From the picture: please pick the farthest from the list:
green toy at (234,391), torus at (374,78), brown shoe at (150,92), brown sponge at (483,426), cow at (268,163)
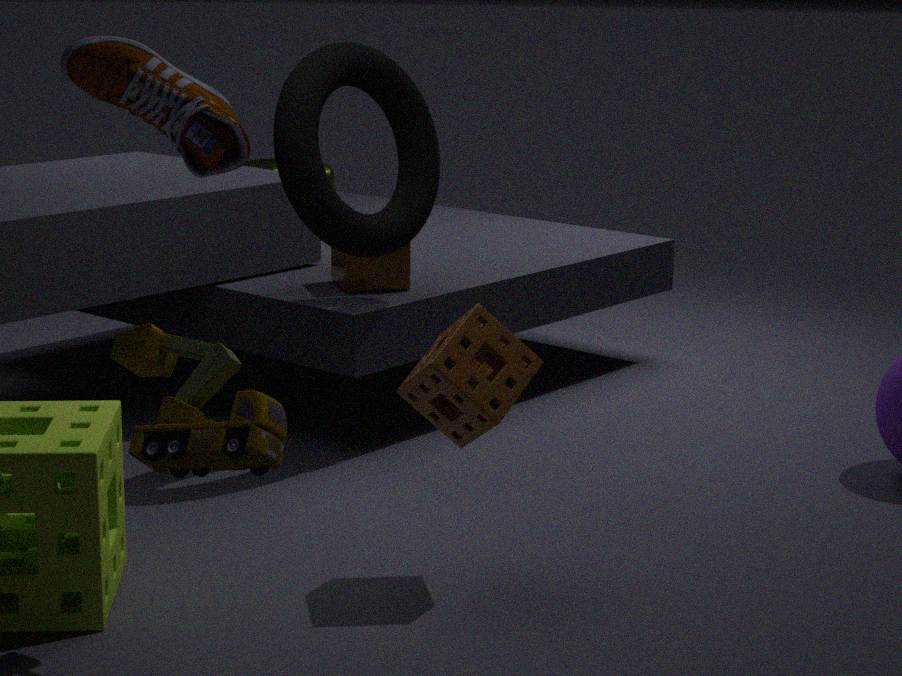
cow at (268,163)
